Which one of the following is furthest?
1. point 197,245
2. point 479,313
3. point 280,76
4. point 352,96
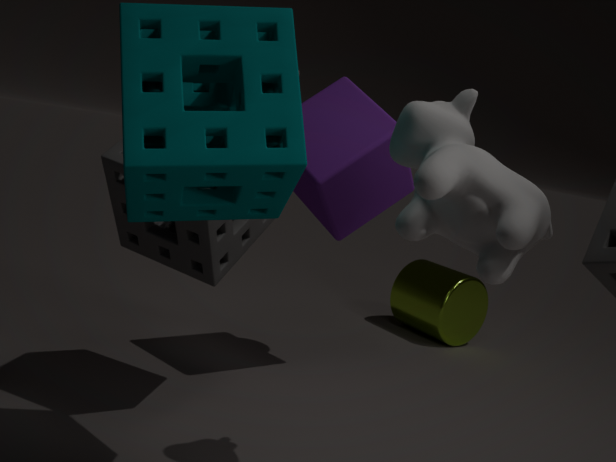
point 479,313
